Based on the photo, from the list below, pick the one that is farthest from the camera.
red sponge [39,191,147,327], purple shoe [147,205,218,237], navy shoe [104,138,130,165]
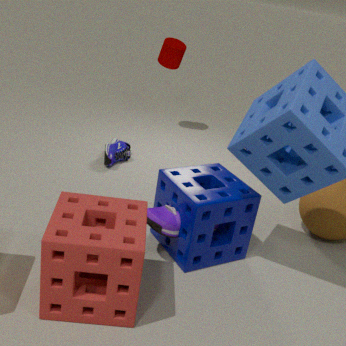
navy shoe [104,138,130,165]
